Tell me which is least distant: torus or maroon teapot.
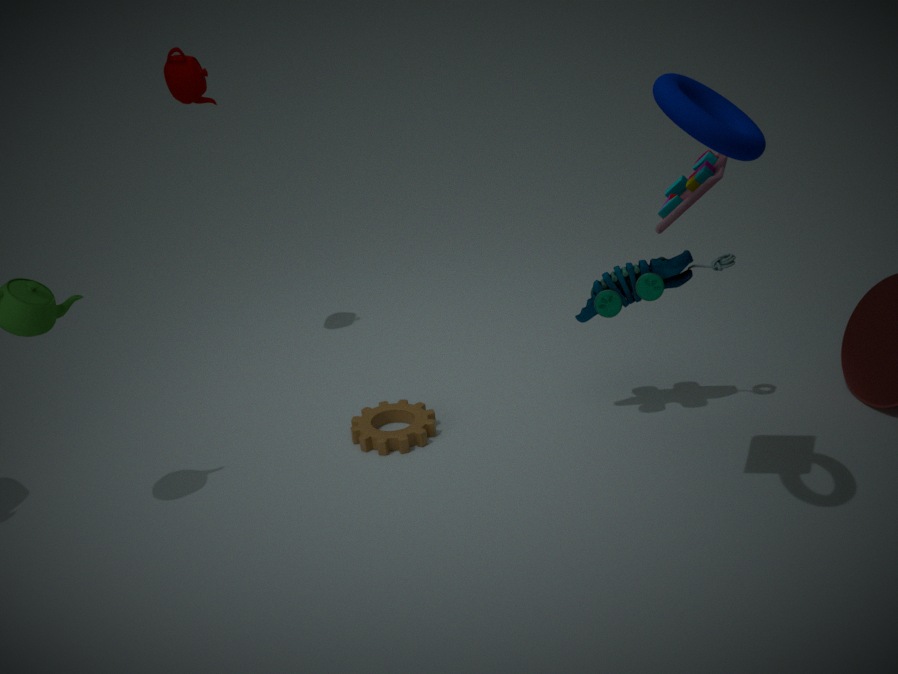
torus
